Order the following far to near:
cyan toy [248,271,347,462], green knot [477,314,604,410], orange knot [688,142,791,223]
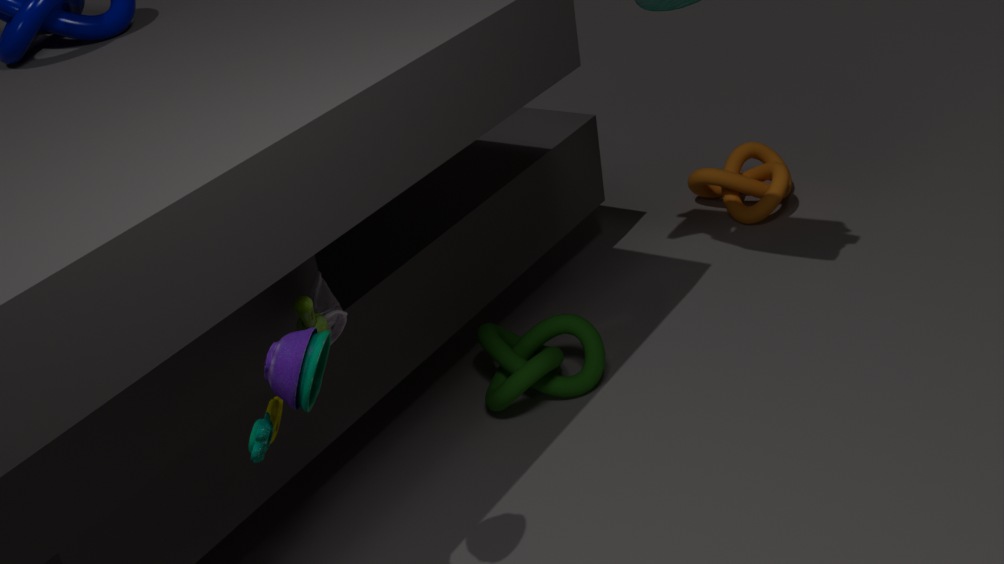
1. orange knot [688,142,791,223]
2. green knot [477,314,604,410]
3. cyan toy [248,271,347,462]
